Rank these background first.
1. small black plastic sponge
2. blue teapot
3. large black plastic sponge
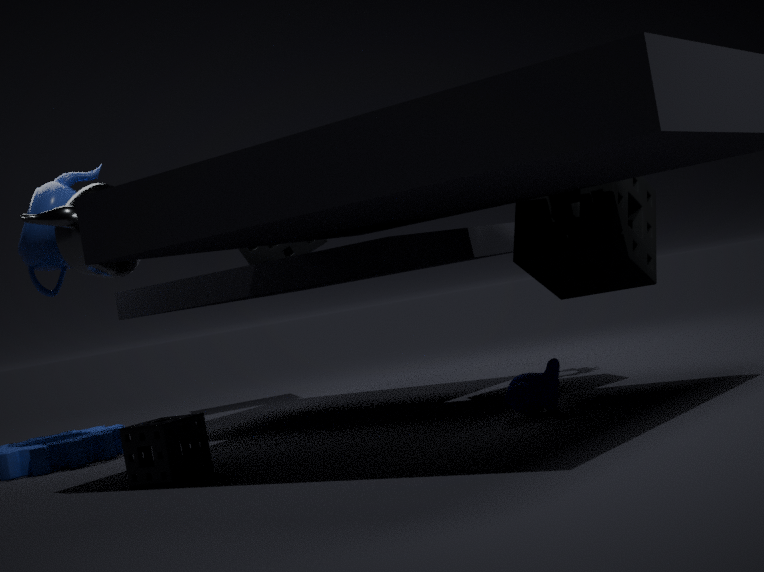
large black plastic sponge → blue teapot → small black plastic sponge
